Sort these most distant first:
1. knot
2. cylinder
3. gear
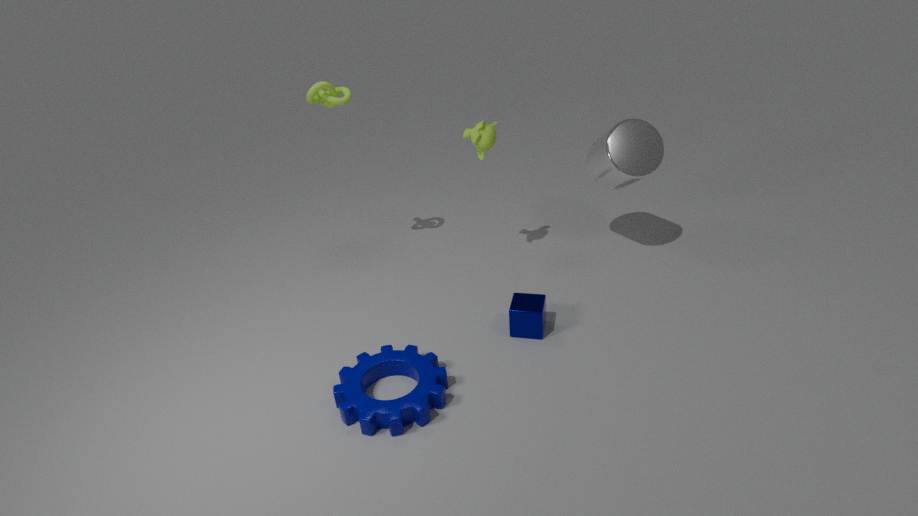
cylinder
knot
gear
